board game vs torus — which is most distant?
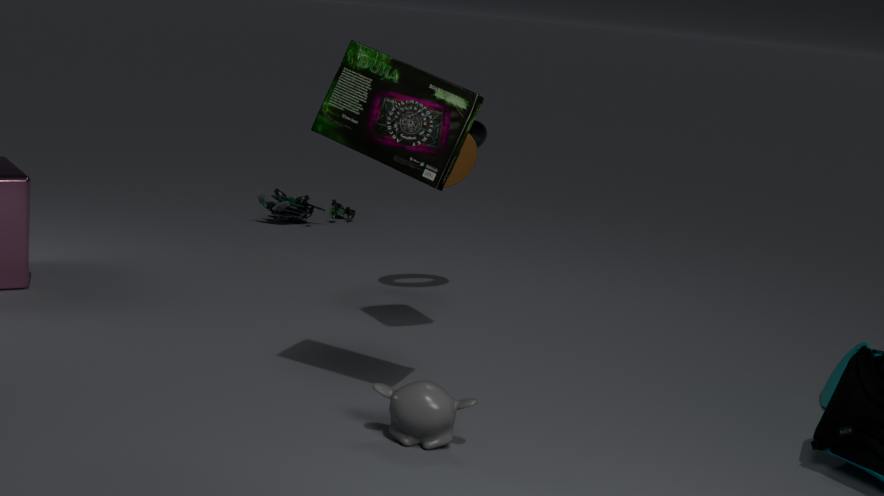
torus
